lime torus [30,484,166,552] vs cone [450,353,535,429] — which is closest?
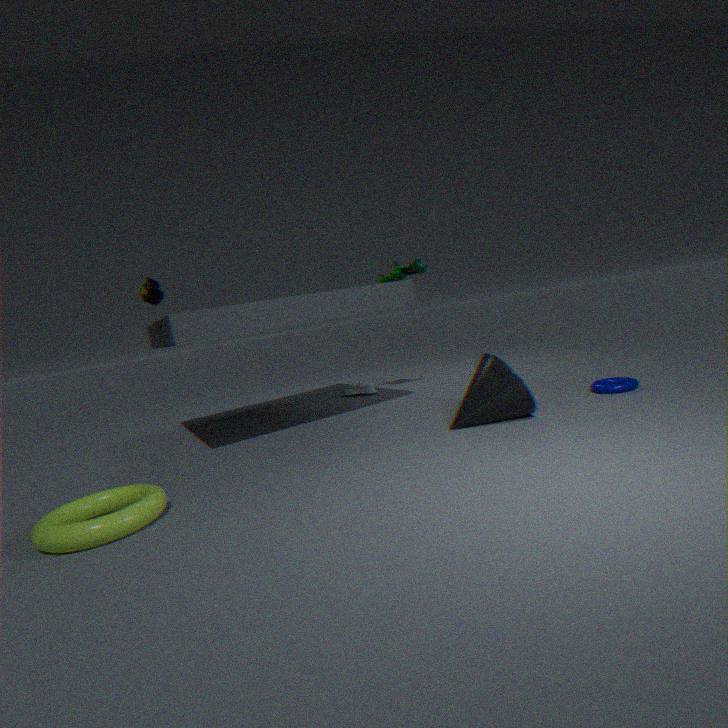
lime torus [30,484,166,552]
